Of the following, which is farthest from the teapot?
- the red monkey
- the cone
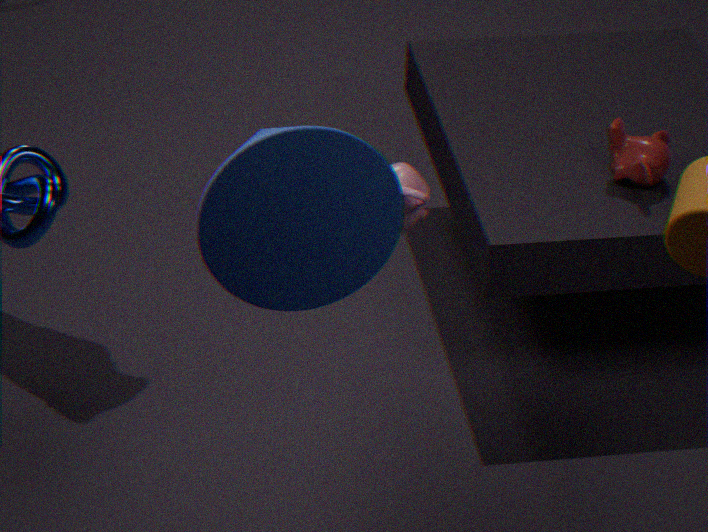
the red monkey
